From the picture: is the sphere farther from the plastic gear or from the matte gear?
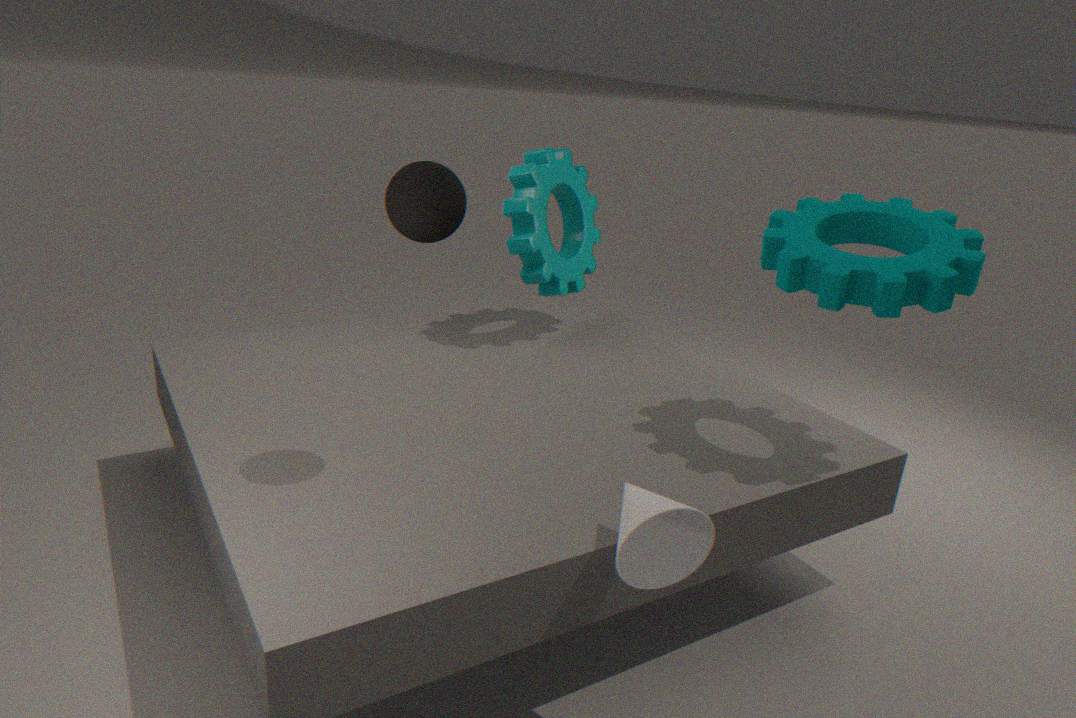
the plastic gear
